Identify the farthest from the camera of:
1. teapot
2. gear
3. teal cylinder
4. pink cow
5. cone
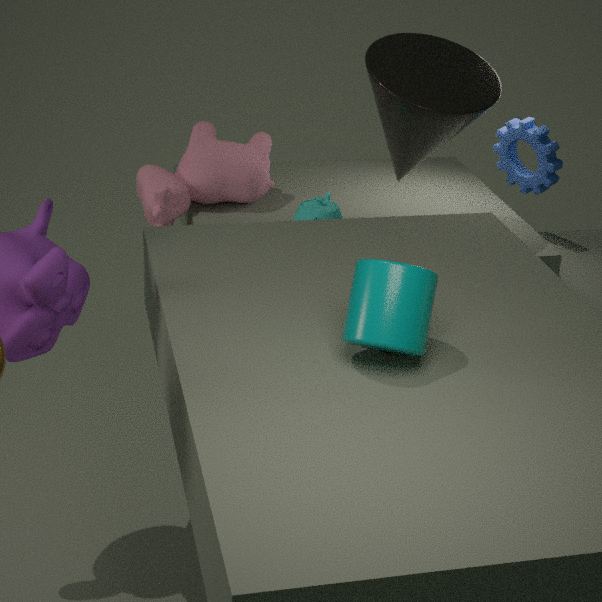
gear
